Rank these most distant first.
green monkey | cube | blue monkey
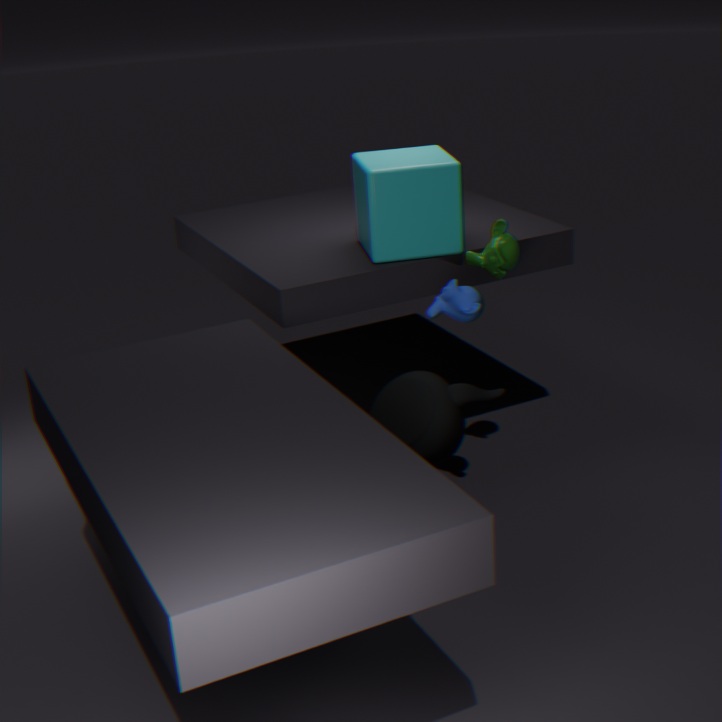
1. cube
2. green monkey
3. blue monkey
